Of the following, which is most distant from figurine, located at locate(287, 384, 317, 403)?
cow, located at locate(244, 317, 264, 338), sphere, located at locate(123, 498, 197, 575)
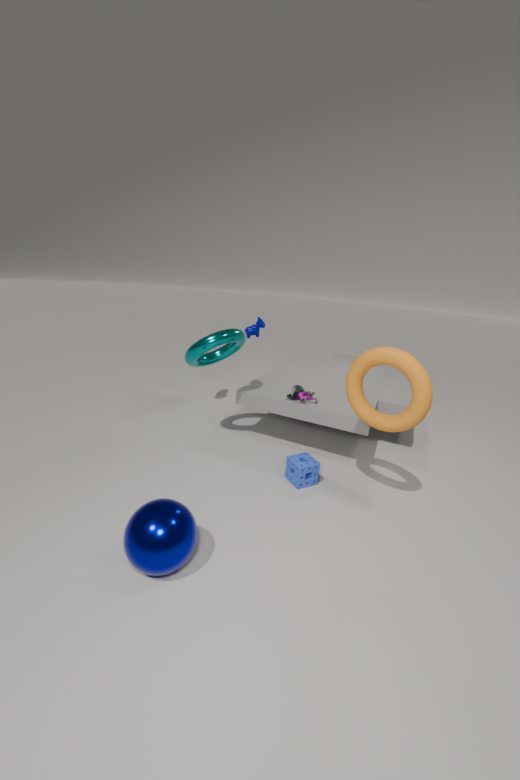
sphere, located at locate(123, 498, 197, 575)
